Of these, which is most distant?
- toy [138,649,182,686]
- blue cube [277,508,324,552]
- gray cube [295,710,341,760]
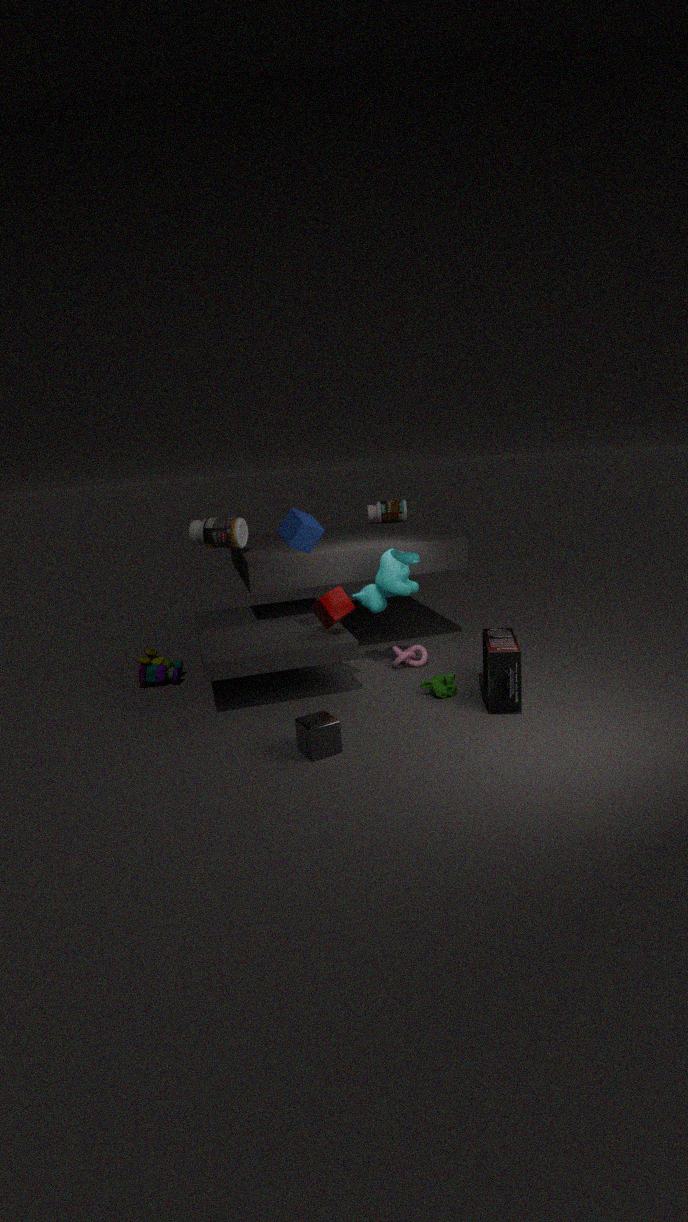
toy [138,649,182,686]
